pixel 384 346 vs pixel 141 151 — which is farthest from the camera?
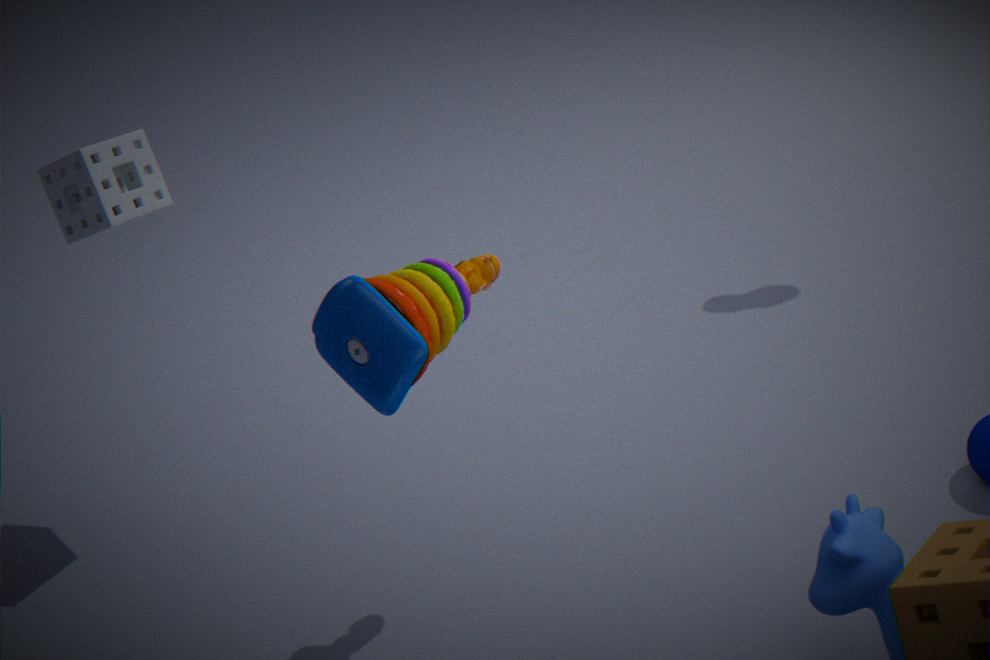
pixel 141 151
